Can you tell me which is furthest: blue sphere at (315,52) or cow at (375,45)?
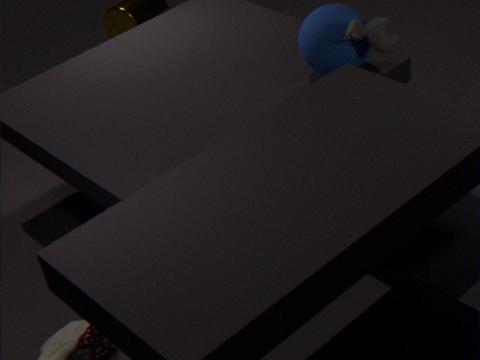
blue sphere at (315,52)
